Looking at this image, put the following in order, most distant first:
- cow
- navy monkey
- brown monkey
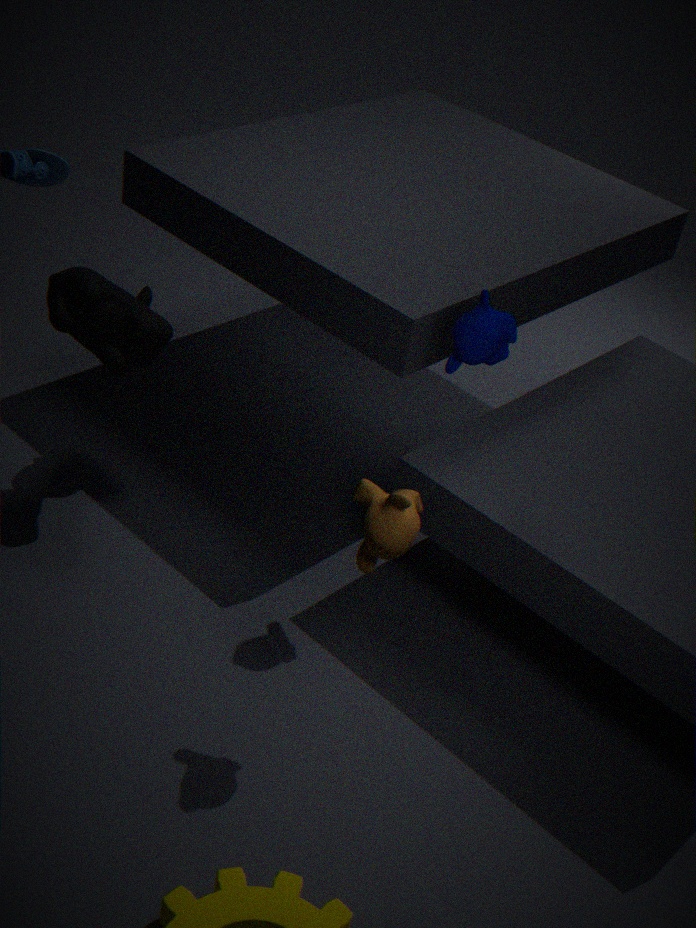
cow < navy monkey < brown monkey
